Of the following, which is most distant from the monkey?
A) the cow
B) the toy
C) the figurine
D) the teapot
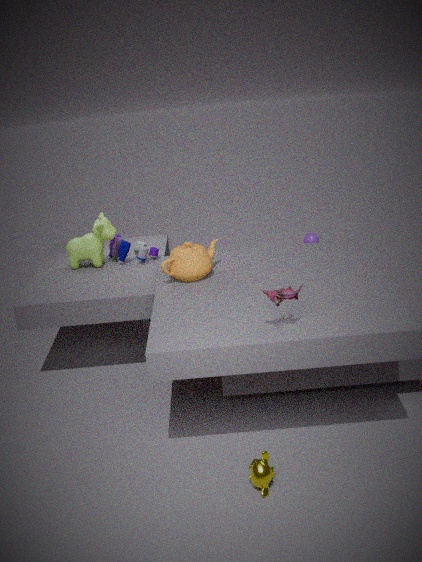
the cow
